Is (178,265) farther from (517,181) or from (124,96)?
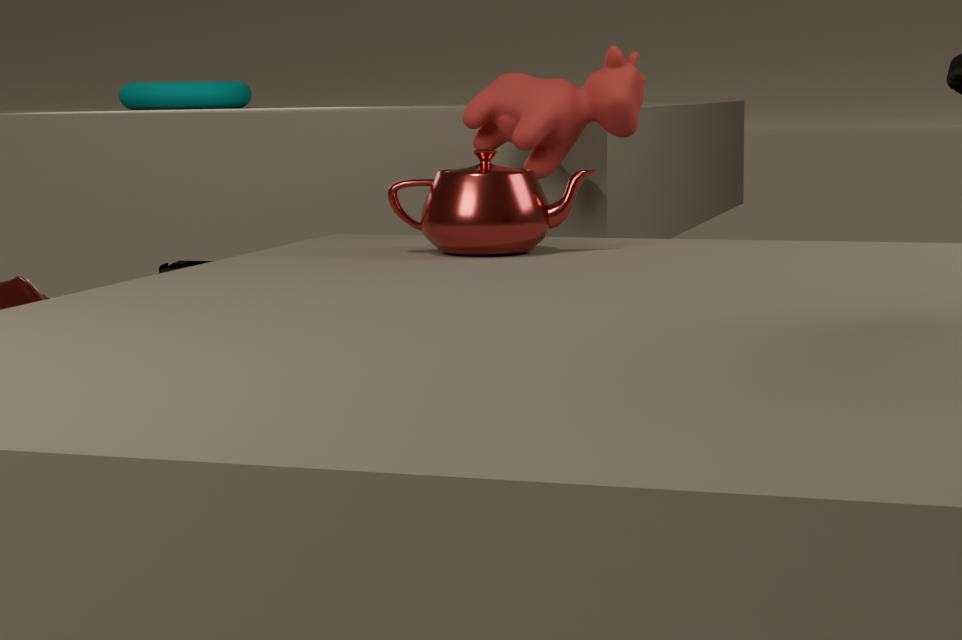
(517,181)
